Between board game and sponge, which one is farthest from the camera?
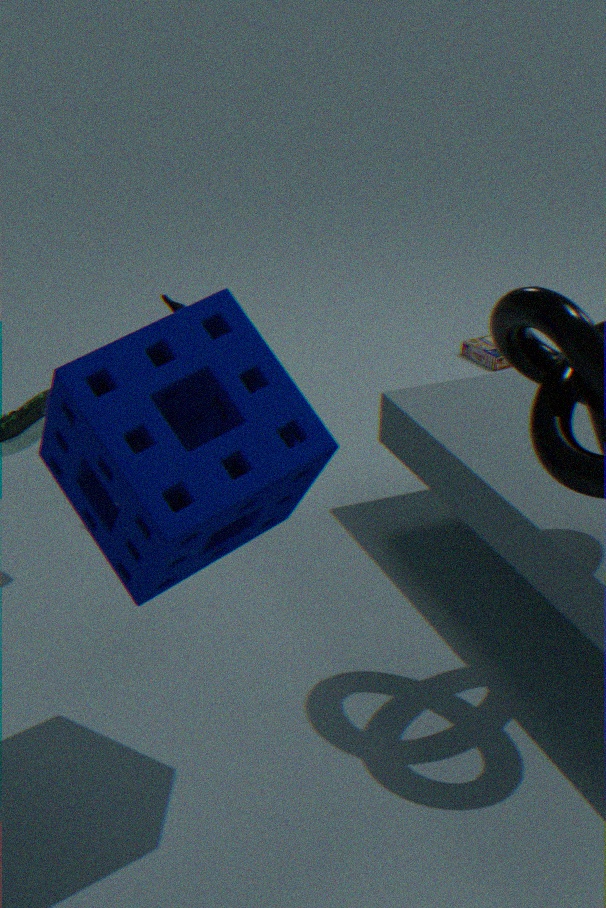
board game
